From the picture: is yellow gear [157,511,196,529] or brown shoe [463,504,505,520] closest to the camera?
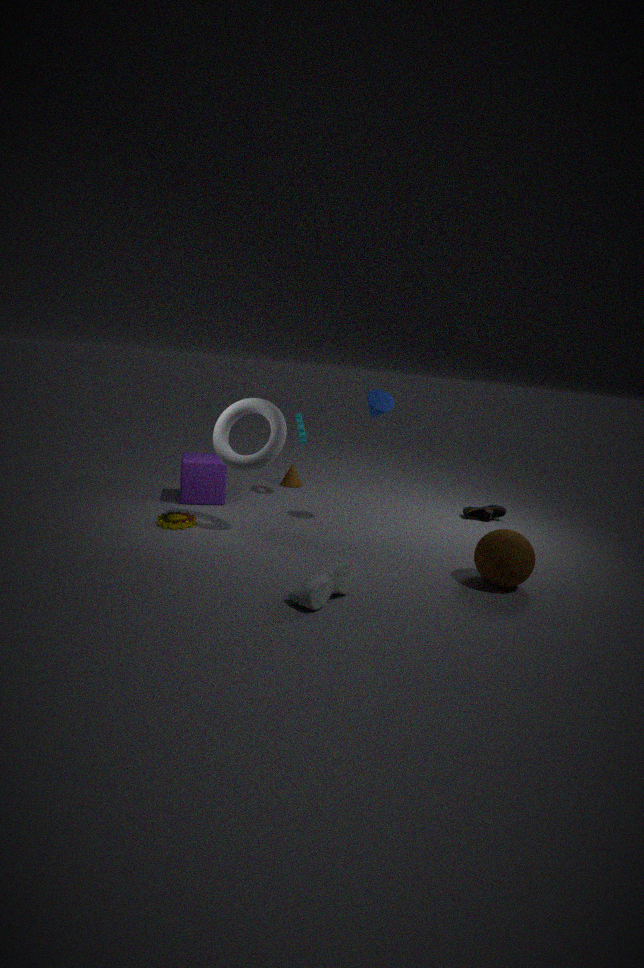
yellow gear [157,511,196,529]
